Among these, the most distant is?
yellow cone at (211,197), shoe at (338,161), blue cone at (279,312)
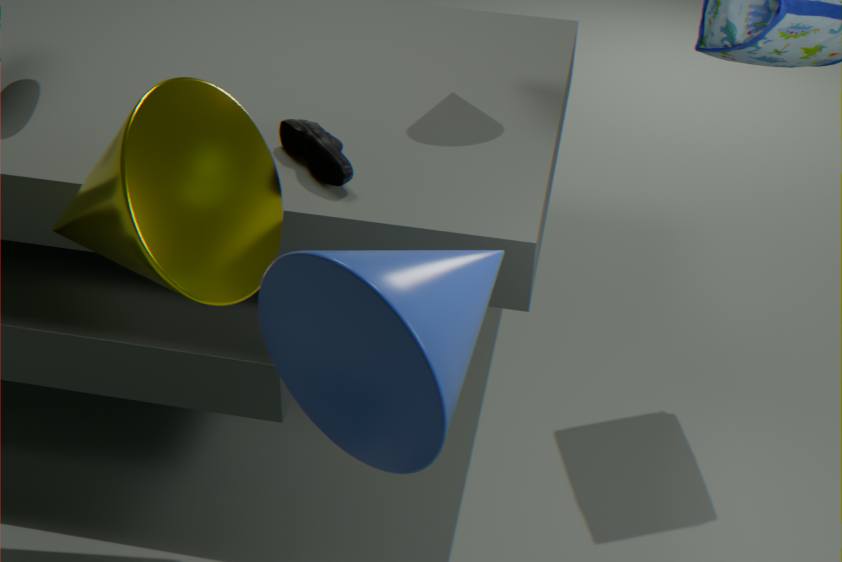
shoe at (338,161)
